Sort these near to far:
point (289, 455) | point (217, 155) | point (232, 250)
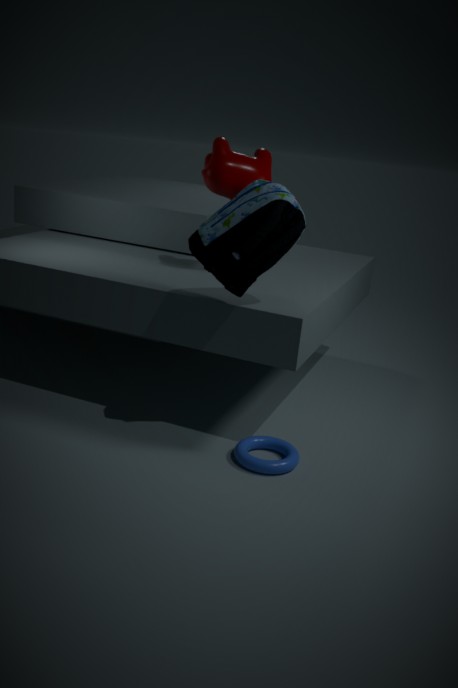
point (232, 250)
point (289, 455)
point (217, 155)
